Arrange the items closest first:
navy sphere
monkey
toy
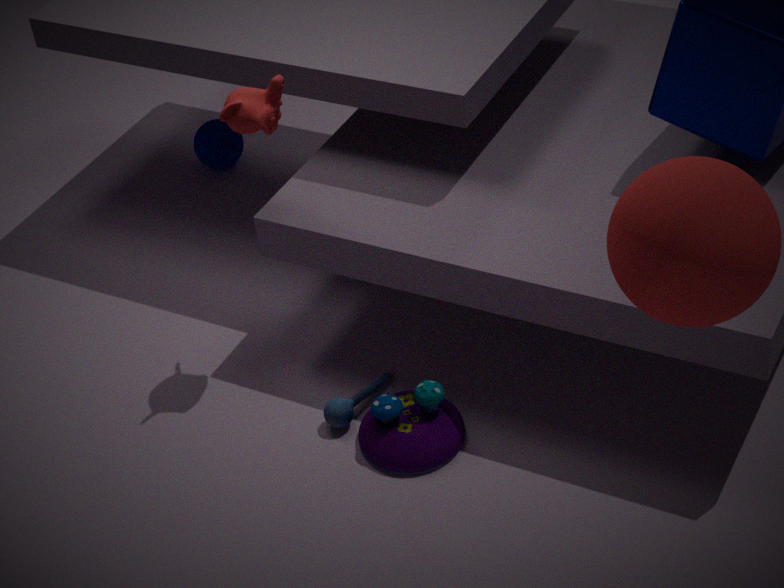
toy → monkey → navy sphere
